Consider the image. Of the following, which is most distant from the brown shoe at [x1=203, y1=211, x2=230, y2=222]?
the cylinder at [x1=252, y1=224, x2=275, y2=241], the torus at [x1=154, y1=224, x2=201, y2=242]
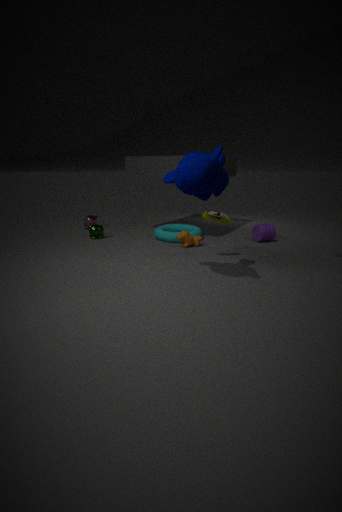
the cylinder at [x1=252, y1=224, x2=275, y2=241]
